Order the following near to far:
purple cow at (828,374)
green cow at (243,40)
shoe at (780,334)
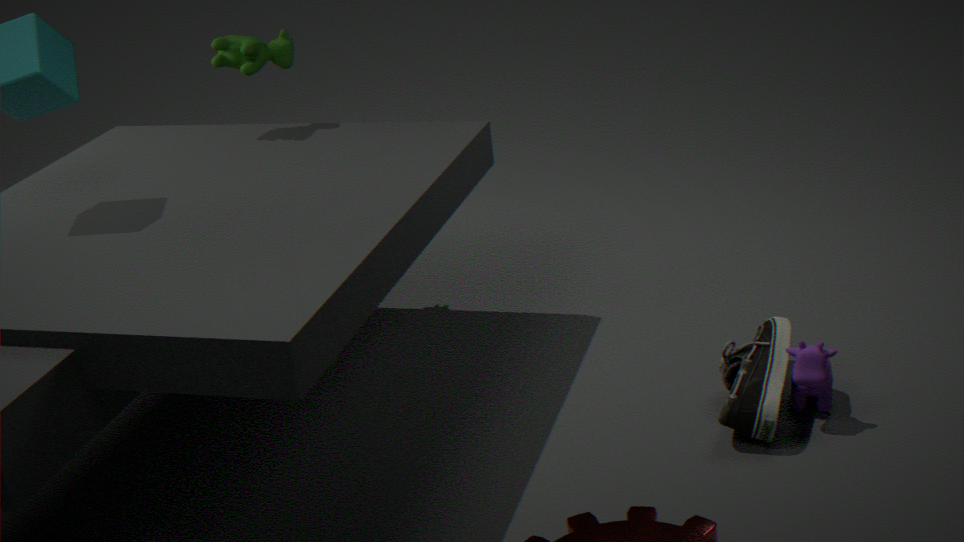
shoe at (780,334) < purple cow at (828,374) < green cow at (243,40)
